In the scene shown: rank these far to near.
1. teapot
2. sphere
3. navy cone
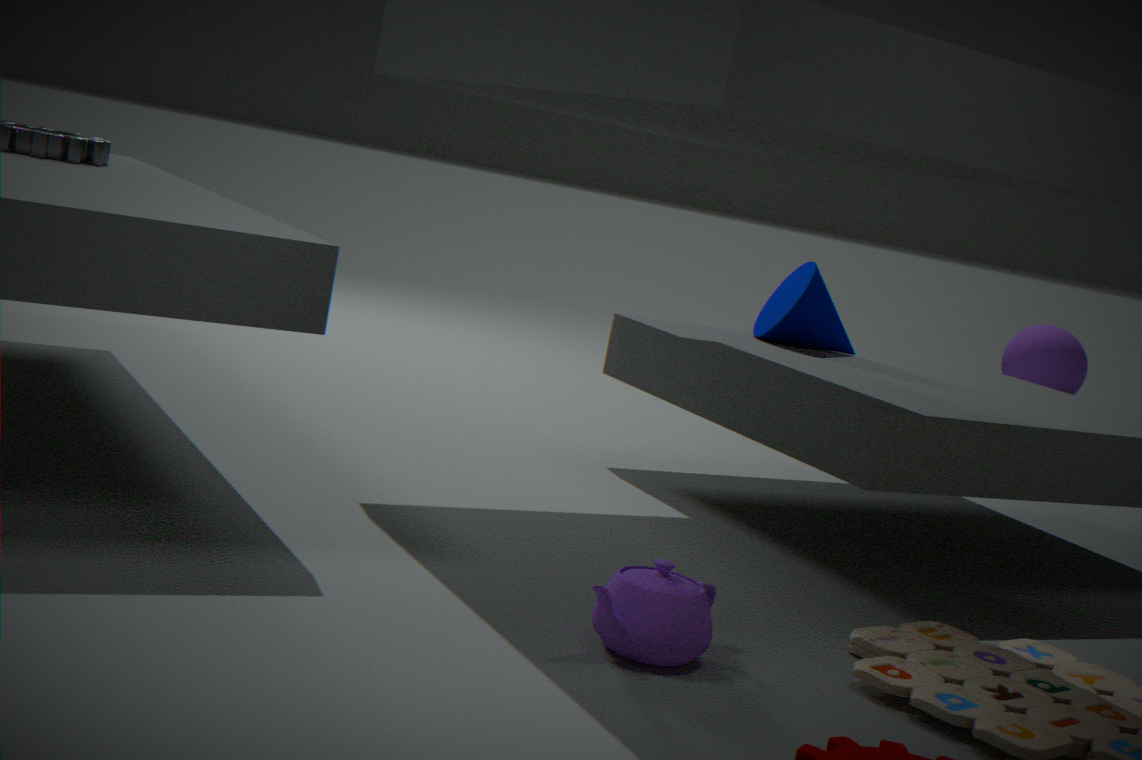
sphere → navy cone → teapot
